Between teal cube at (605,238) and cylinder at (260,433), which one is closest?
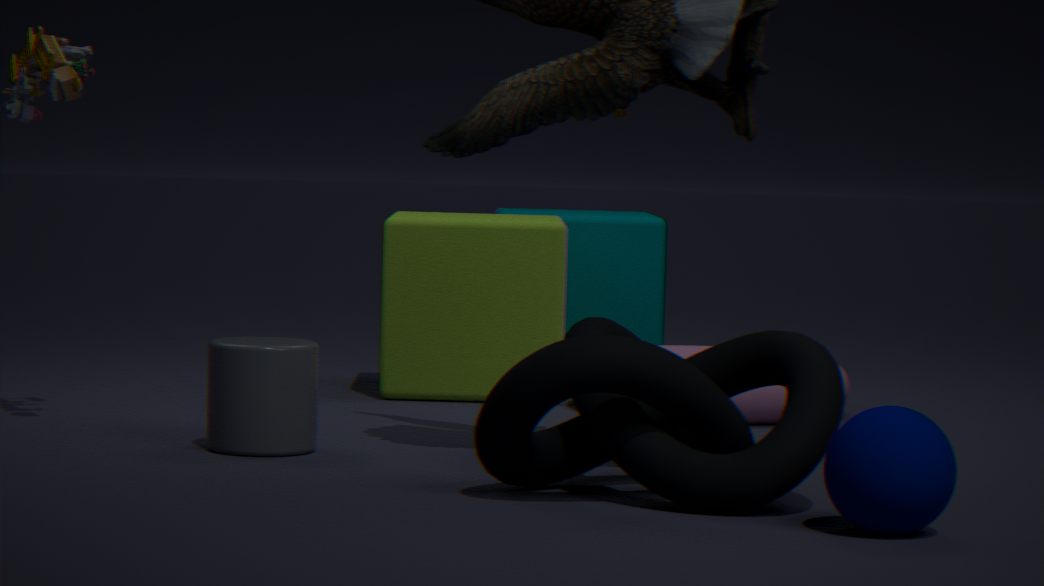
cylinder at (260,433)
